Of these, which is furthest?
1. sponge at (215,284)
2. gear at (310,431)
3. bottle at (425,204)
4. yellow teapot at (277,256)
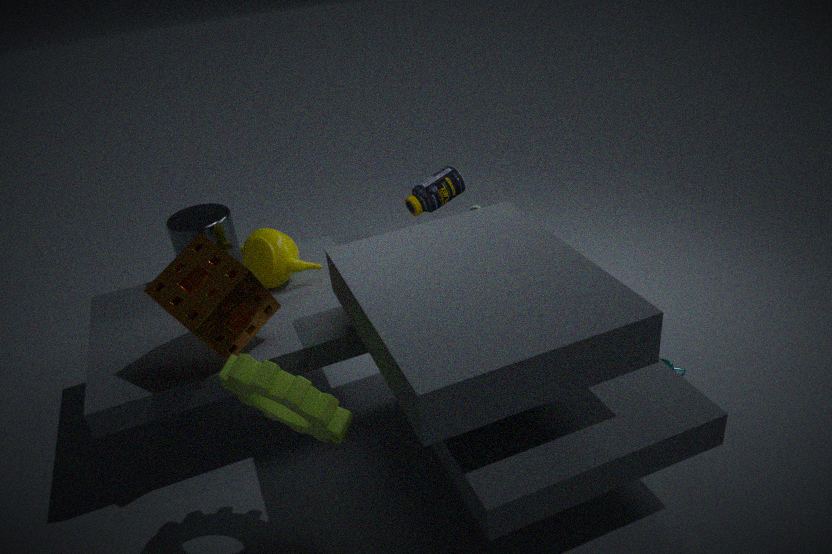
bottle at (425,204)
